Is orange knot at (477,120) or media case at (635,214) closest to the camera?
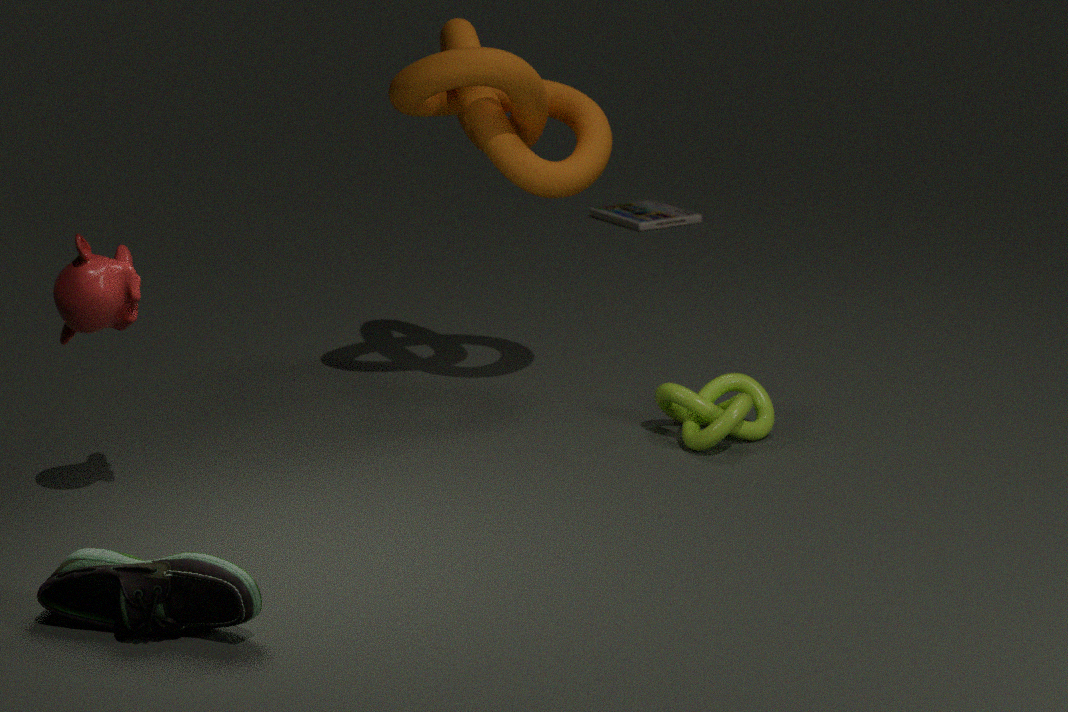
orange knot at (477,120)
